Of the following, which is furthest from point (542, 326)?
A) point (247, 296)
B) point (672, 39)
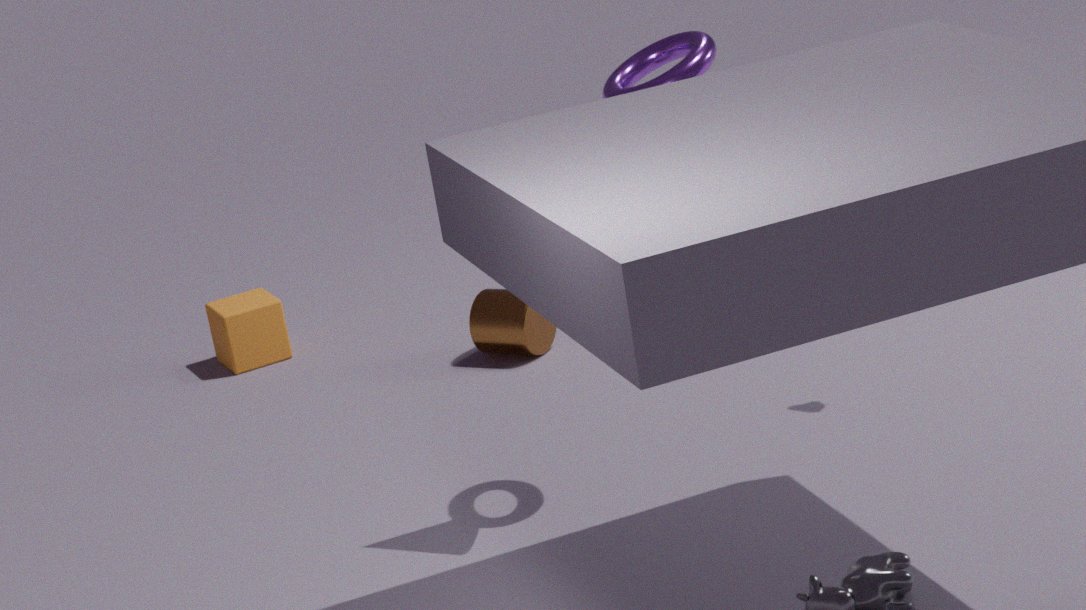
point (672, 39)
